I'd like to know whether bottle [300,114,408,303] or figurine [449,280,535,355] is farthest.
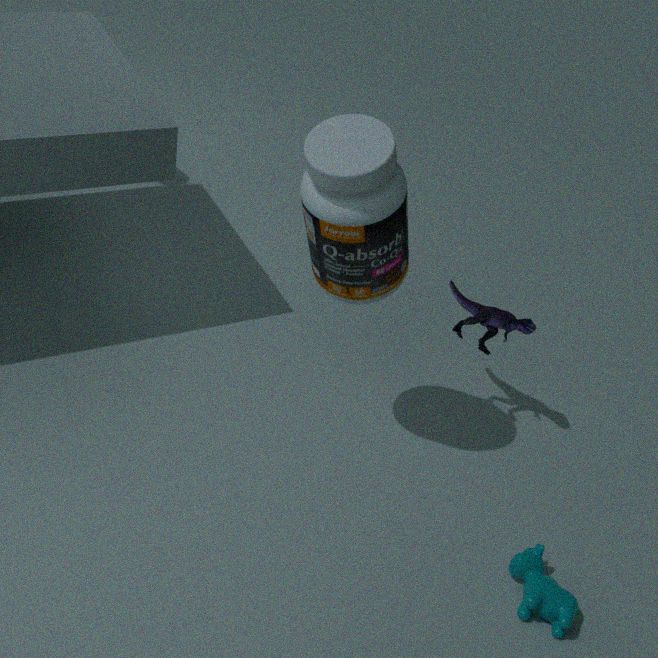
figurine [449,280,535,355]
